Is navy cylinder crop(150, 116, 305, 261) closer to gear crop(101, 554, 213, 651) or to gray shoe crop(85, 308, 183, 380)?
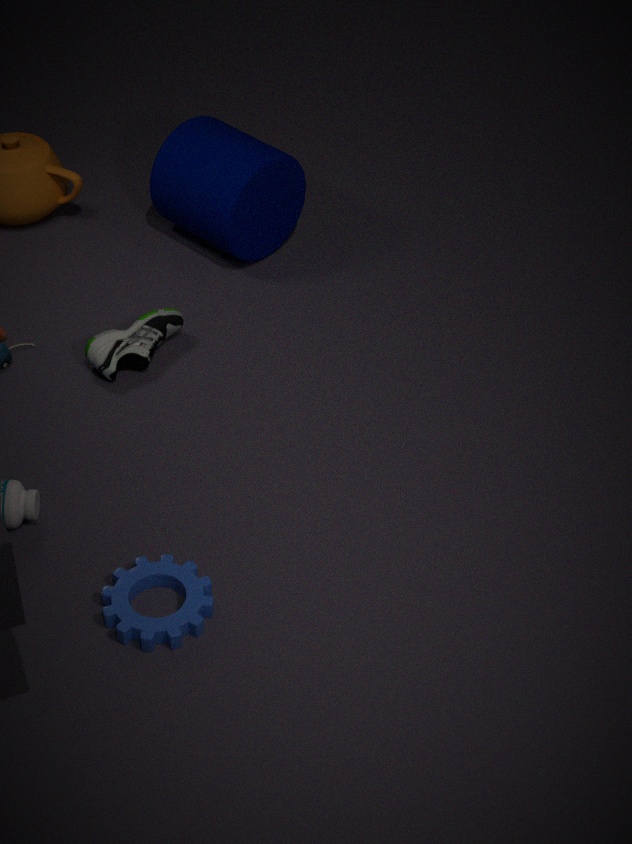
gray shoe crop(85, 308, 183, 380)
